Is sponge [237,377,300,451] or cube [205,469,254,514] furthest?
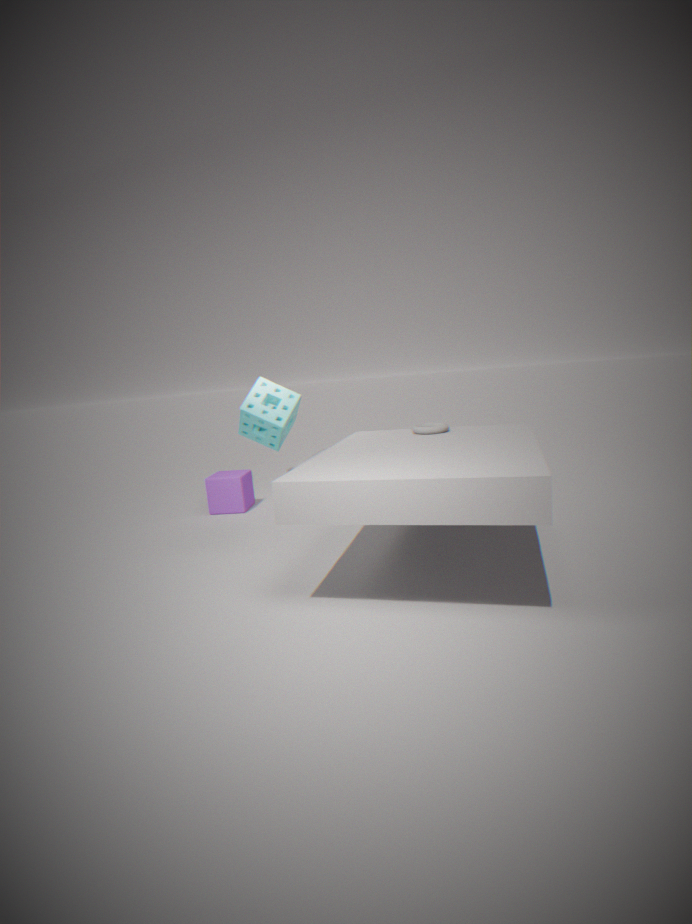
cube [205,469,254,514]
